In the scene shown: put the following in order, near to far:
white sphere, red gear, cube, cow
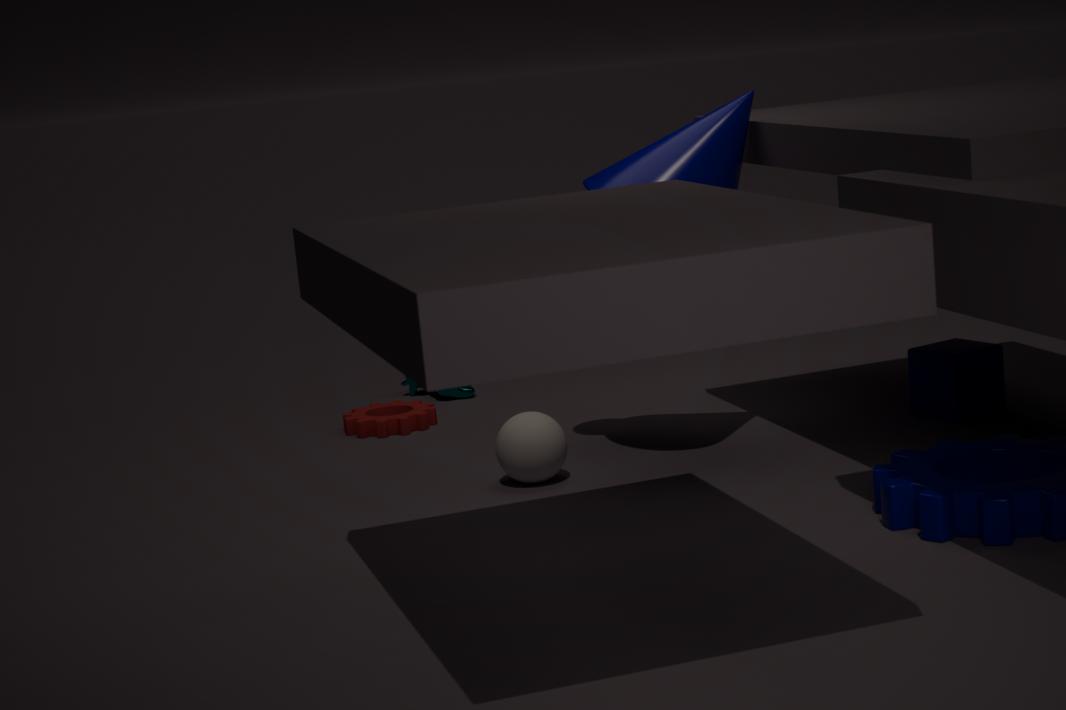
white sphere
cube
red gear
cow
